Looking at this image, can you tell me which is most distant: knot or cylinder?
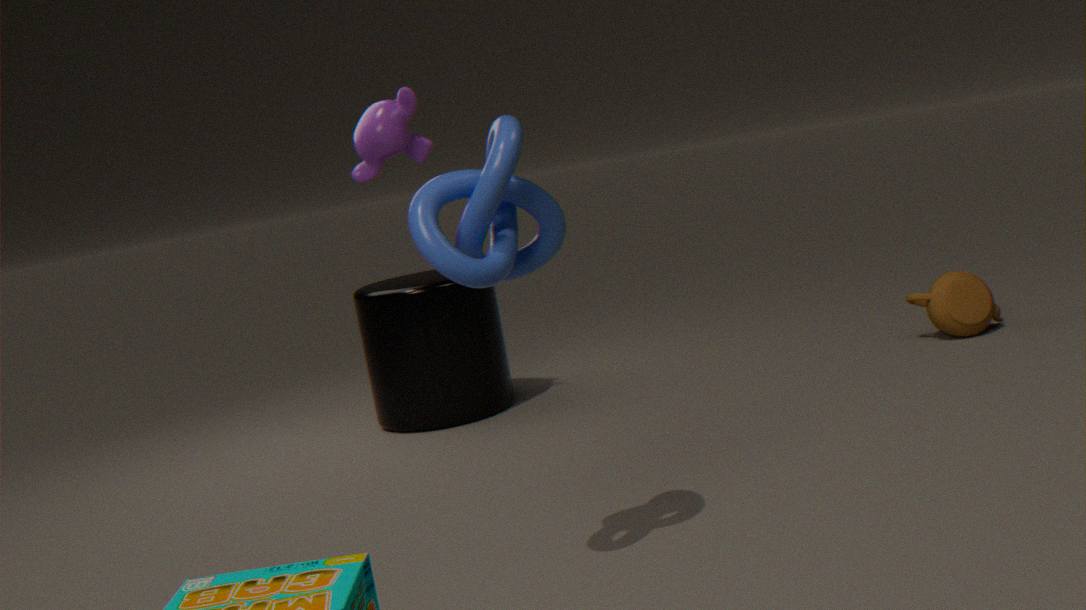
cylinder
